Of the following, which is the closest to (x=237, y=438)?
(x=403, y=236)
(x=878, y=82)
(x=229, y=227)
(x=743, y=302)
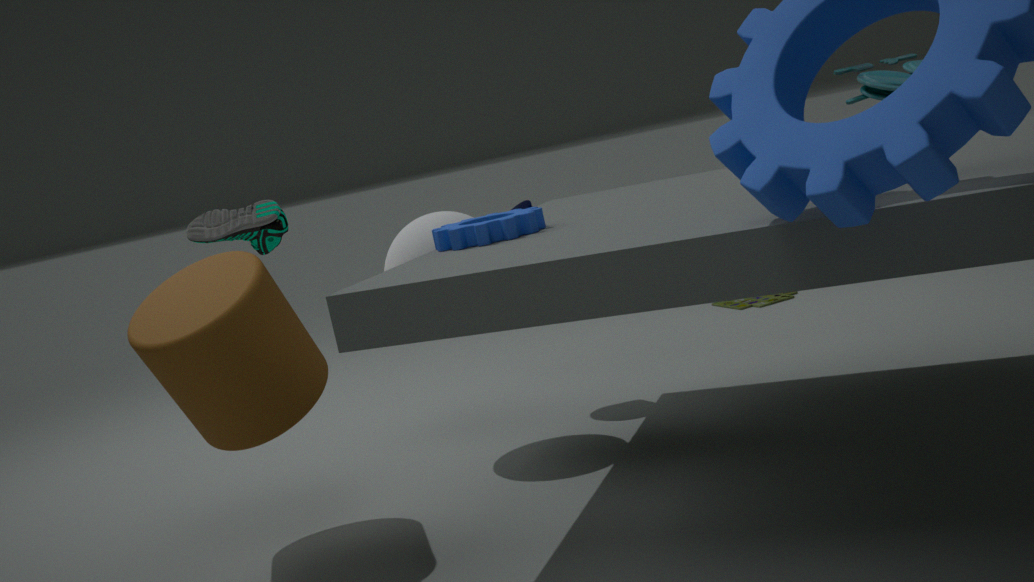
(x=229, y=227)
